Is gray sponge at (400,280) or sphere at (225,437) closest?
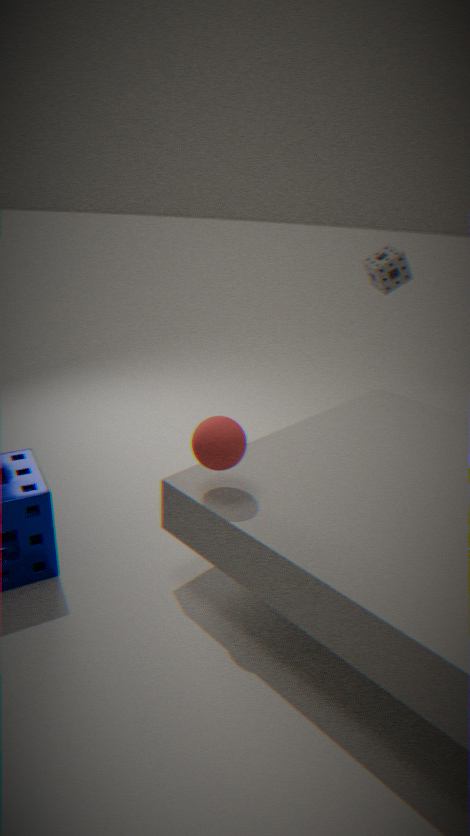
sphere at (225,437)
